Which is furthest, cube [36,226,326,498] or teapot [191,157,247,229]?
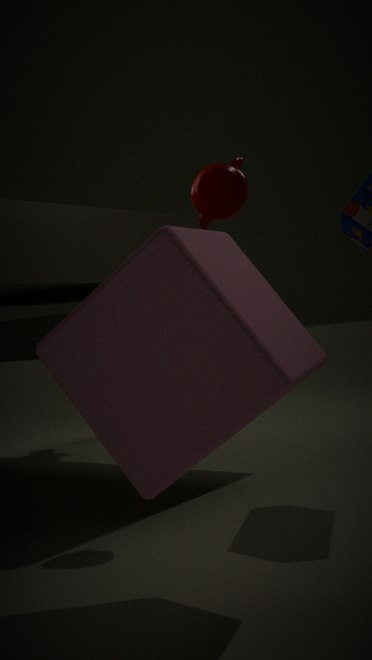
teapot [191,157,247,229]
